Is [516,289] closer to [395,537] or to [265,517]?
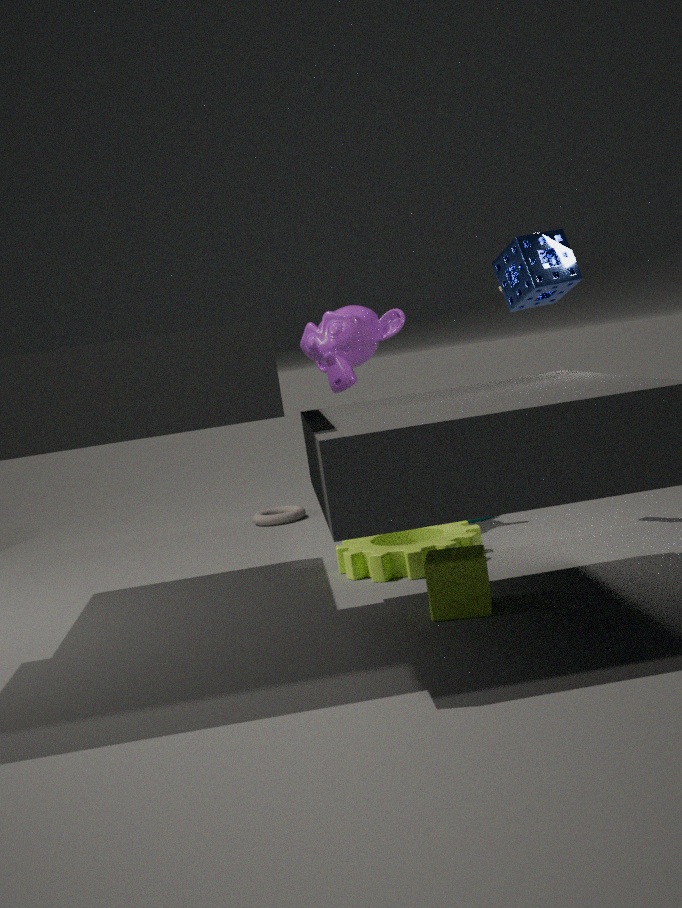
[395,537]
